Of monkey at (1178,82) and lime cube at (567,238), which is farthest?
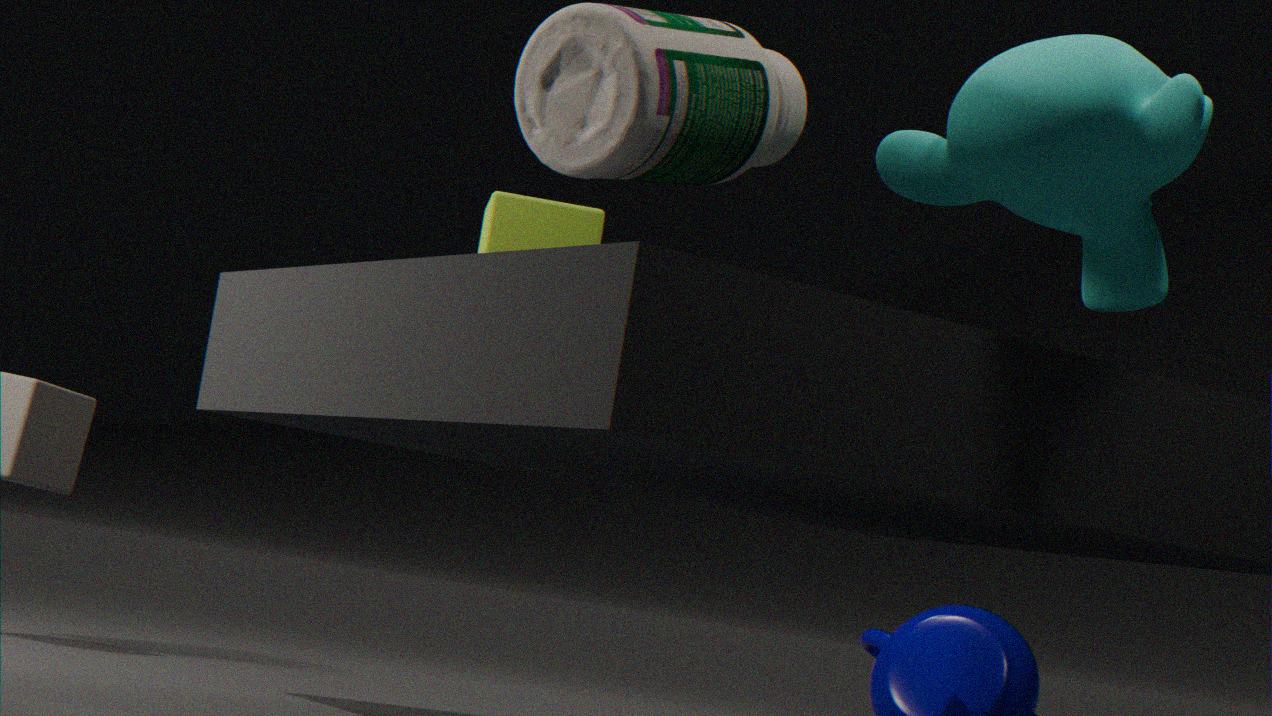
lime cube at (567,238)
